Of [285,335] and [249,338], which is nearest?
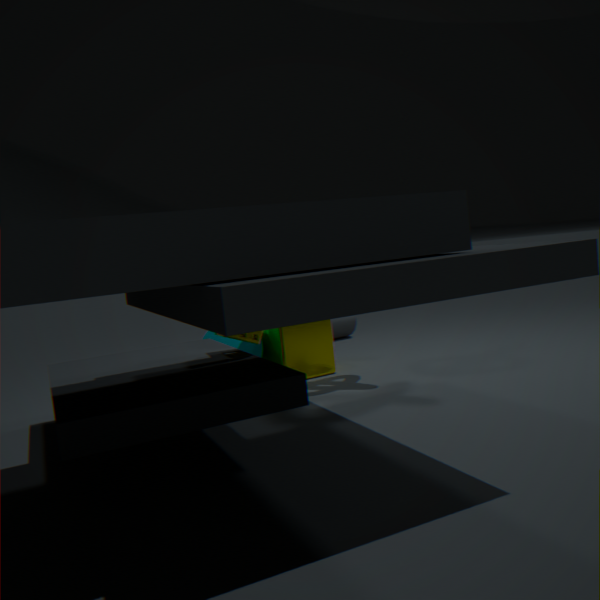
[249,338]
